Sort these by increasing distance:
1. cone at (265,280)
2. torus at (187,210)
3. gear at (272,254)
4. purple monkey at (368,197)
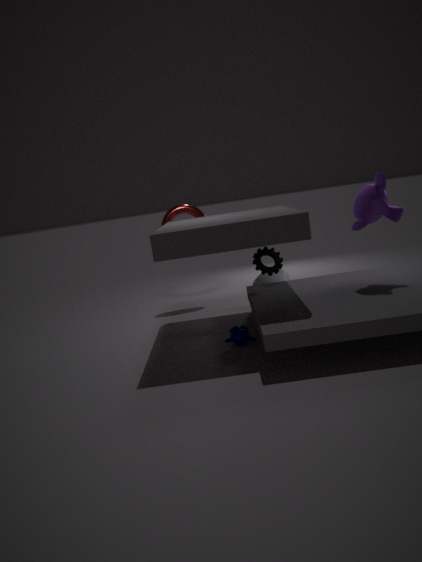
1. purple monkey at (368,197)
2. gear at (272,254)
3. cone at (265,280)
4. torus at (187,210)
